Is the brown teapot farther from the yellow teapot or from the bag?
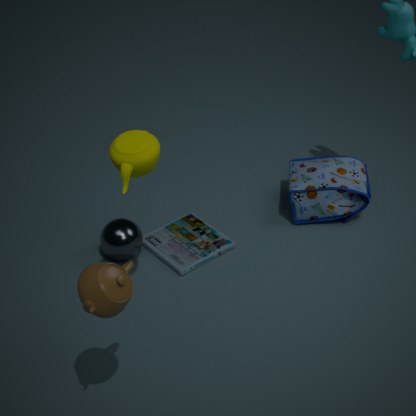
the bag
